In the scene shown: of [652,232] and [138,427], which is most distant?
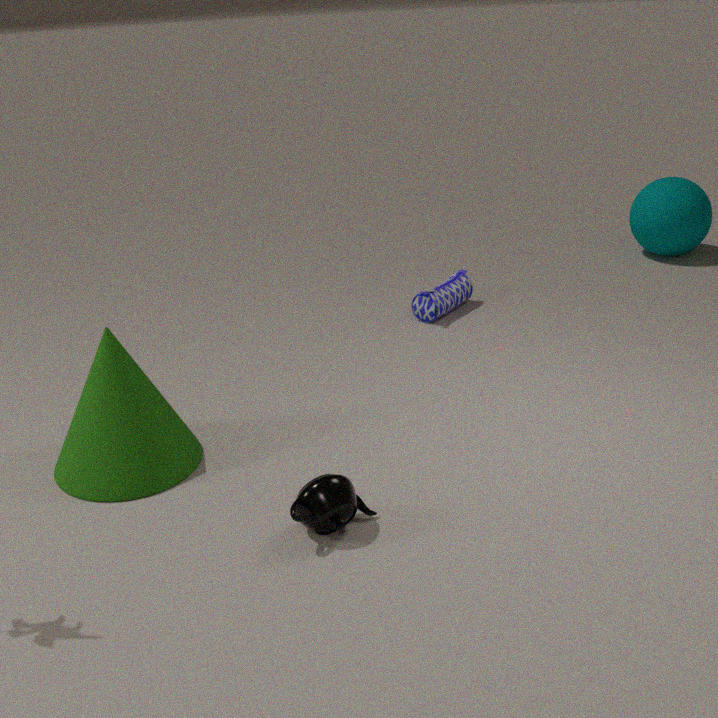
[652,232]
